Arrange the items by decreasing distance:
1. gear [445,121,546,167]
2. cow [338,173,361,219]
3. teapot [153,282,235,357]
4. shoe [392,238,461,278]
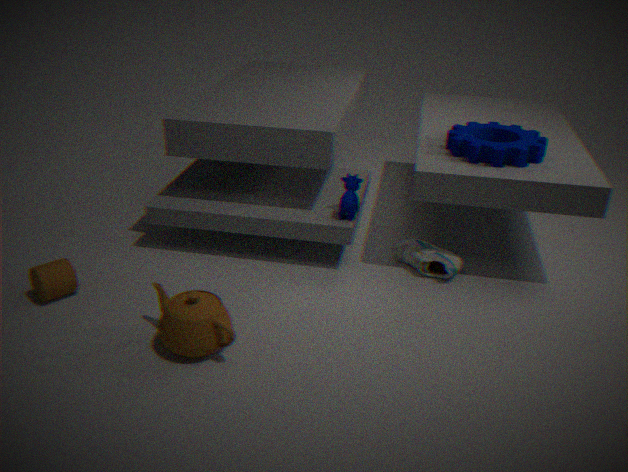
cow [338,173,361,219] < shoe [392,238,461,278] < gear [445,121,546,167] < teapot [153,282,235,357]
